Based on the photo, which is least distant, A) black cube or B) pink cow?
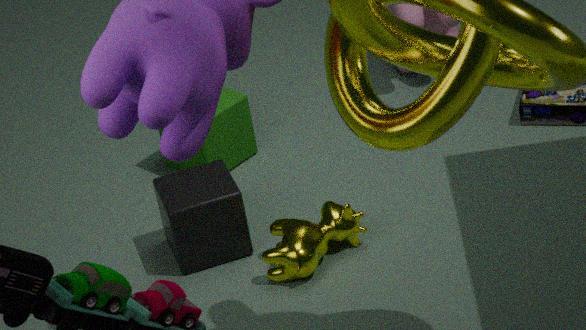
A. black cube
